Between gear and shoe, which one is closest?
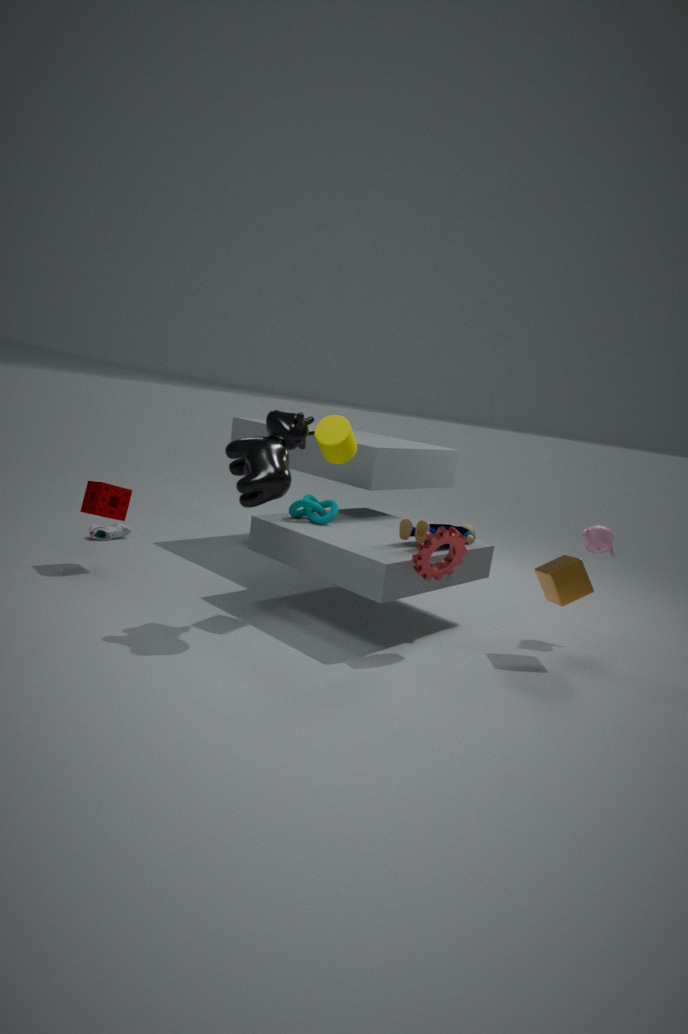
gear
